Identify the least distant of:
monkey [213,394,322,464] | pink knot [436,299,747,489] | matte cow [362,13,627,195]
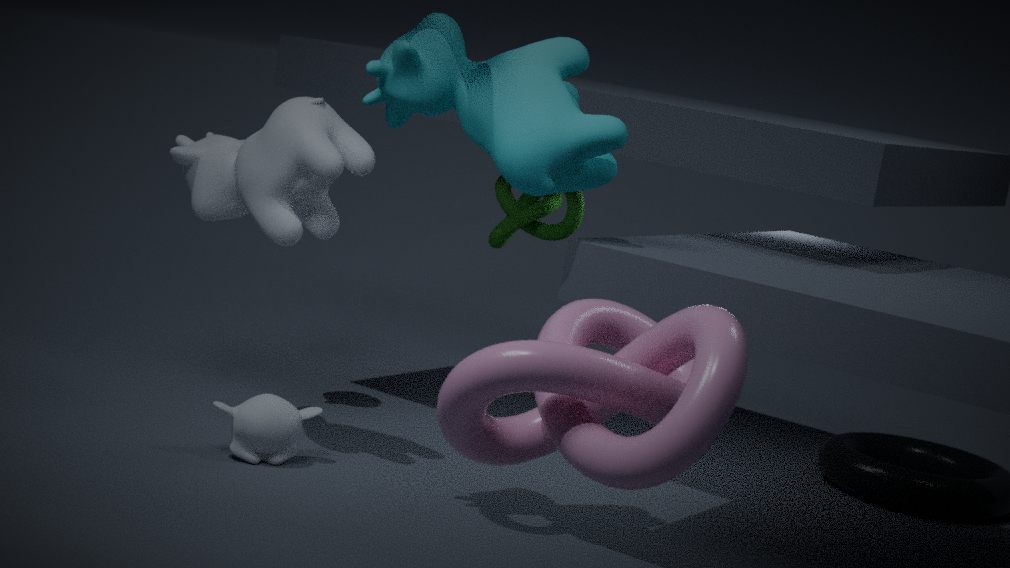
pink knot [436,299,747,489]
